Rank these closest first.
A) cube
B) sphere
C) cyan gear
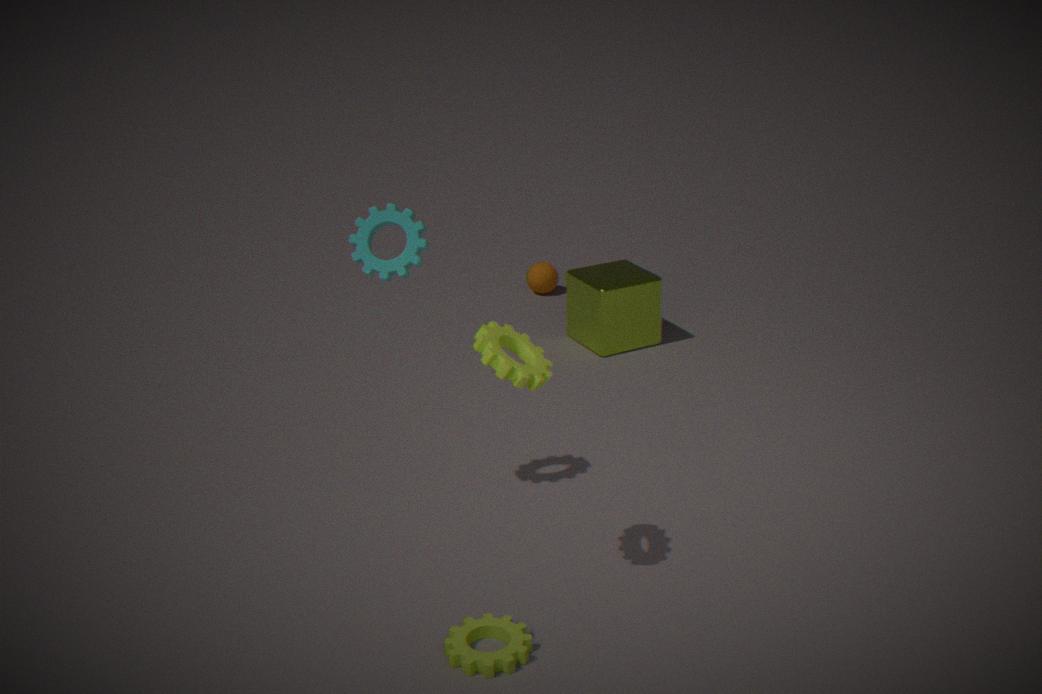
cyan gear, cube, sphere
